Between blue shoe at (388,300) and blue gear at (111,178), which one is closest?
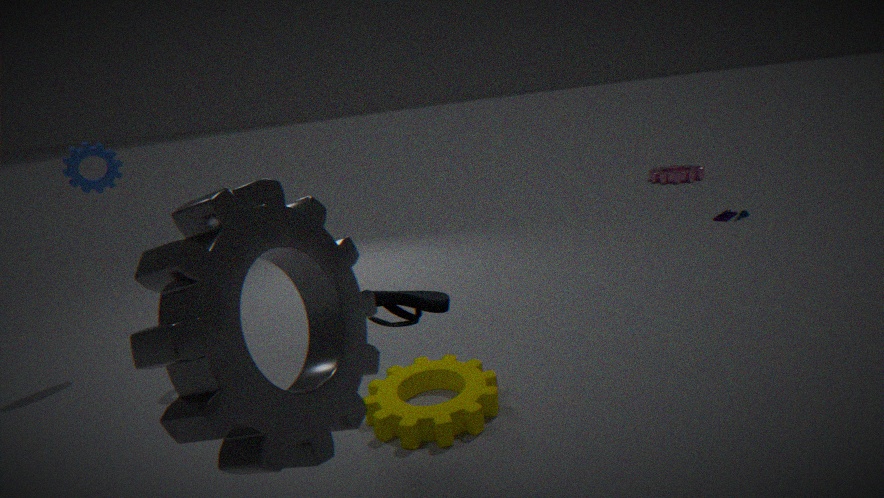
blue shoe at (388,300)
